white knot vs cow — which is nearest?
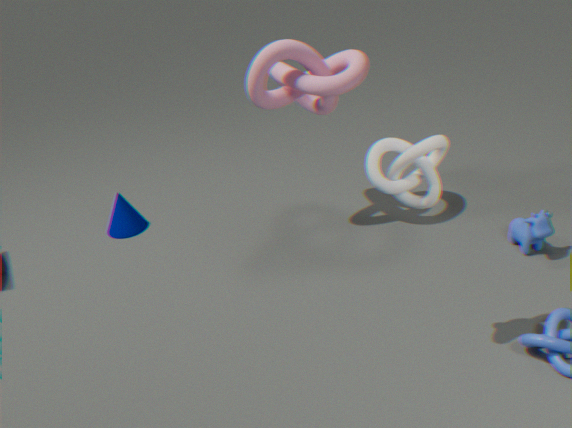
white knot
